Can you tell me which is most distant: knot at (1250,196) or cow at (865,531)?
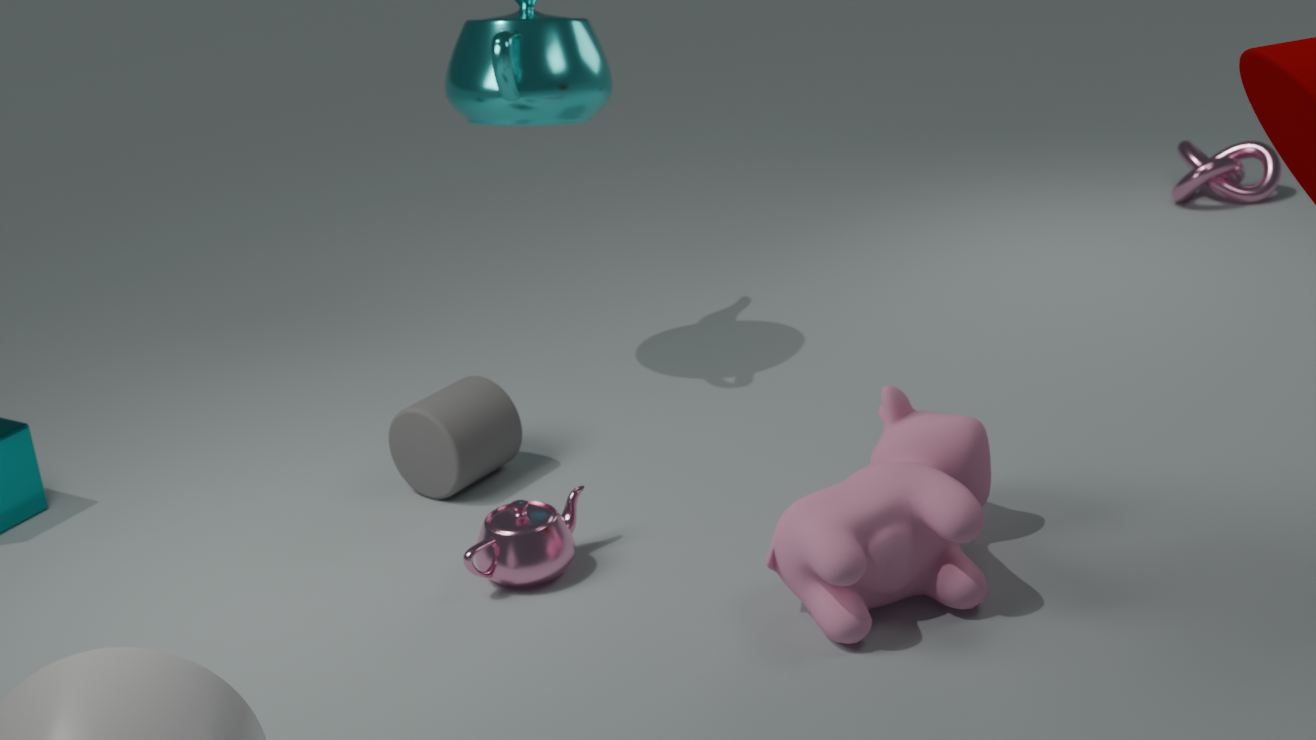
knot at (1250,196)
